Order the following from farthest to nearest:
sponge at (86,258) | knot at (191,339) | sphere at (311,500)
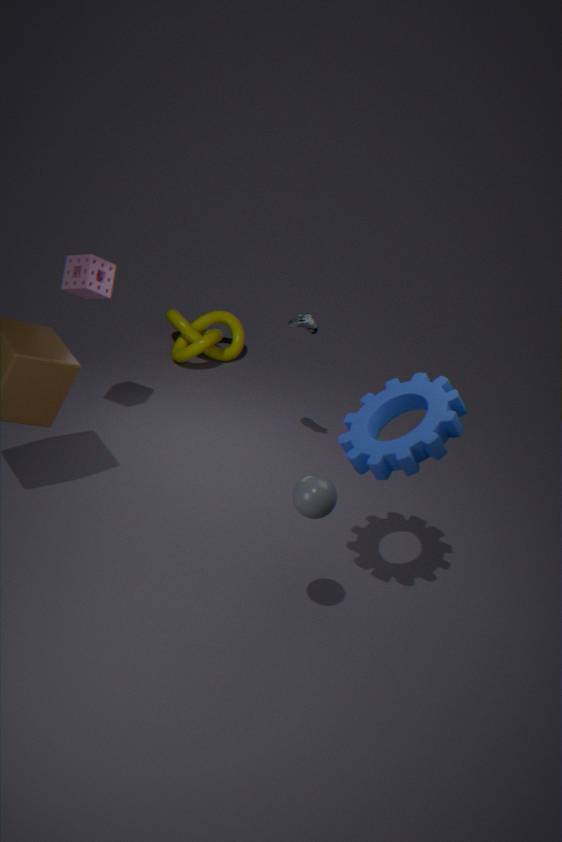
knot at (191,339) < sponge at (86,258) < sphere at (311,500)
